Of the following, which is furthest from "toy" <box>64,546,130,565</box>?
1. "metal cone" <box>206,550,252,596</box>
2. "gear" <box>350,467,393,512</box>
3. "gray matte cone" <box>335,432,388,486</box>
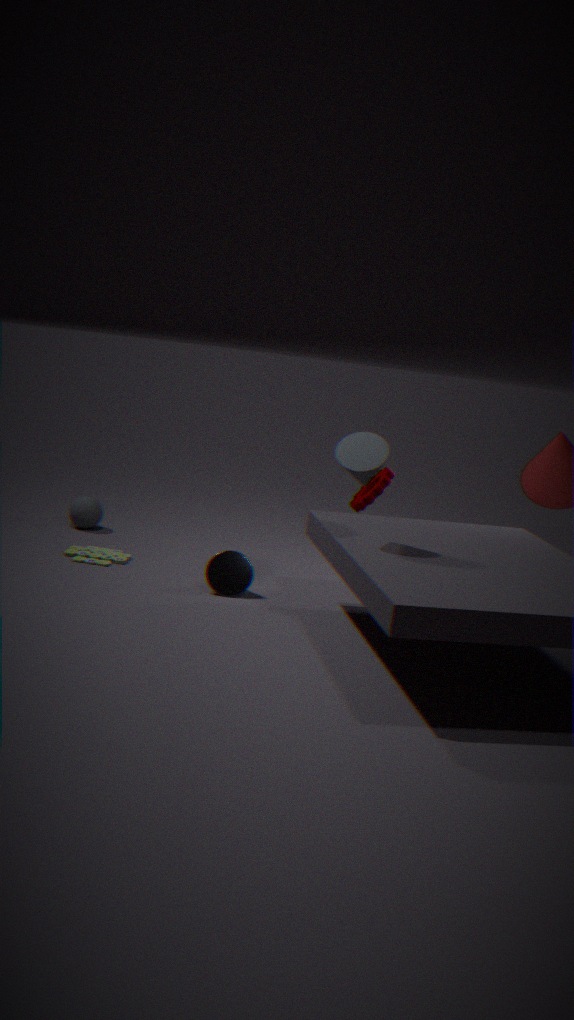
"gray matte cone" <box>335,432,388,486</box>
